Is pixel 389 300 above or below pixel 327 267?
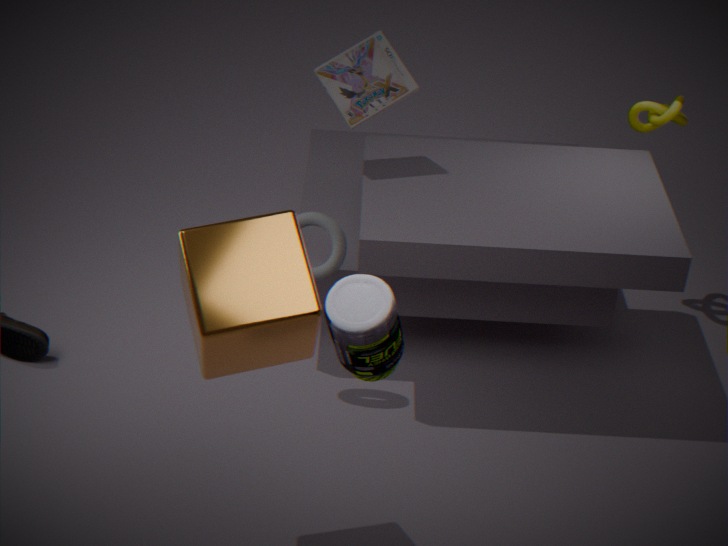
above
